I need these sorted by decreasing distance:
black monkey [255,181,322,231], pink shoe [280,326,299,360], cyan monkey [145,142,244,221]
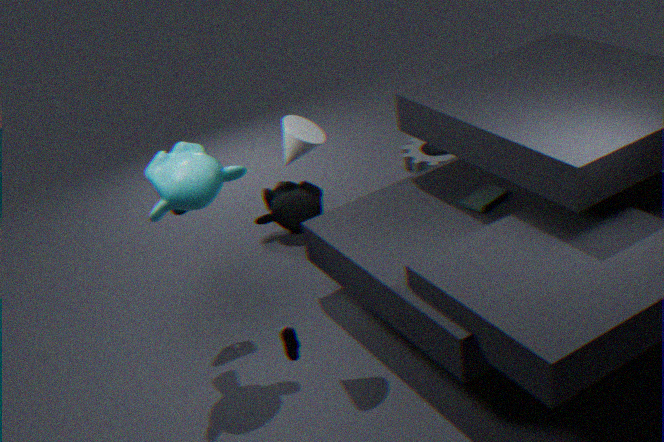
black monkey [255,181,322,231]
cyan monkey [145,142,244,221]
pink shoe [280,326,299,360]
